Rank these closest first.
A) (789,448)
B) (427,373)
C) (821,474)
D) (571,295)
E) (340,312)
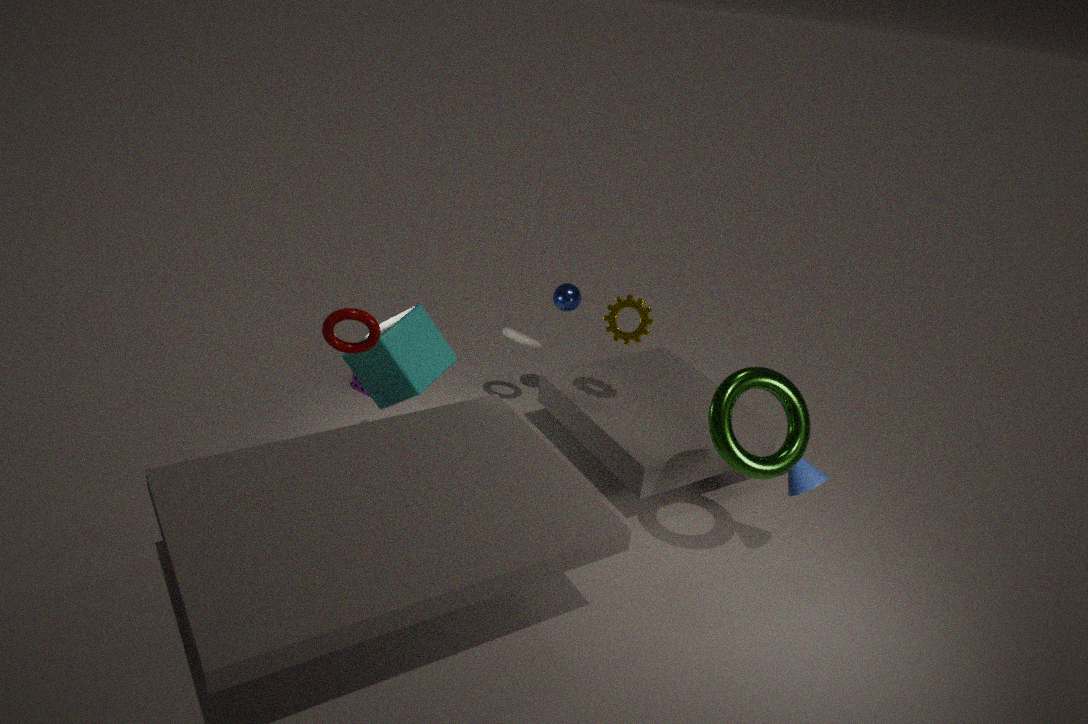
(340,312) < (789,448) < (821,474) < (427,373) < (571,295)
